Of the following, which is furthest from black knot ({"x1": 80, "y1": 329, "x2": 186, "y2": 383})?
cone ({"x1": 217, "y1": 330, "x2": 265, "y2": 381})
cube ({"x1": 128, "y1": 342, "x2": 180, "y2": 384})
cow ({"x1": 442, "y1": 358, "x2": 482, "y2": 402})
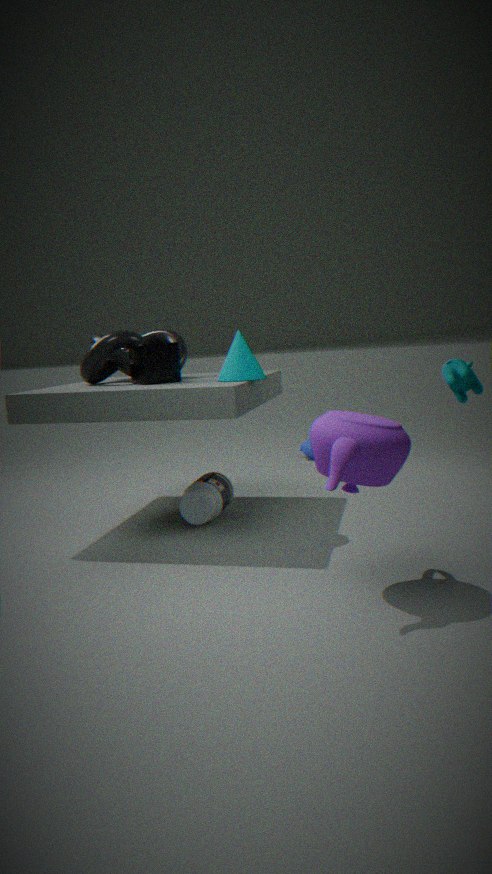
cow ({"x1": 442, "y1": 358, "x2": 482, "y2": 402})
